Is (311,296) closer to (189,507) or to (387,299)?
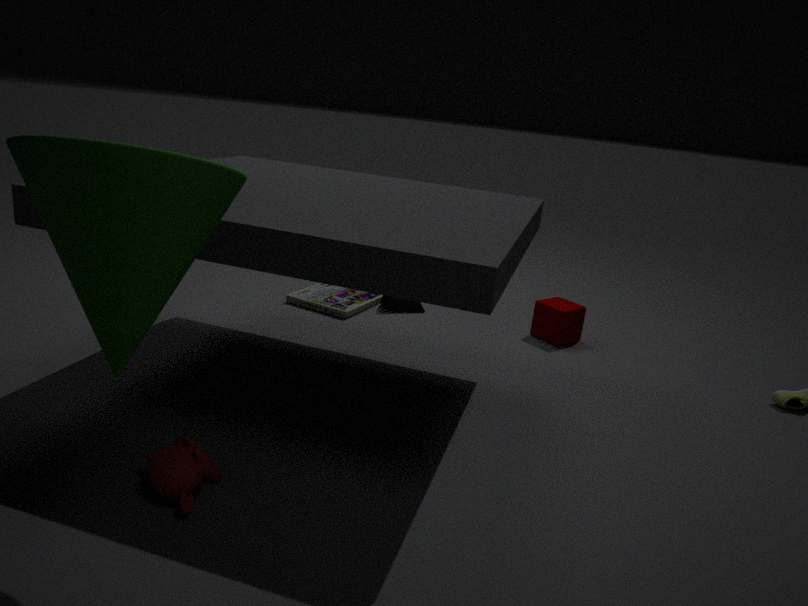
(387,299)
